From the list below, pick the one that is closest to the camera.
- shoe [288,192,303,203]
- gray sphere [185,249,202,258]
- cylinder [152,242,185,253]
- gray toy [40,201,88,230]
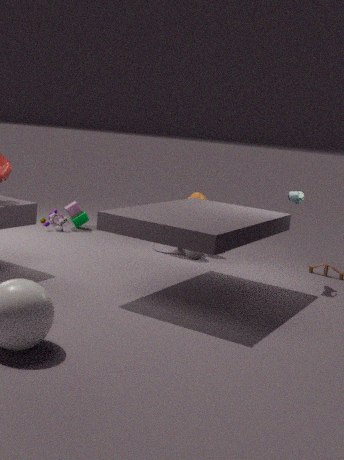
shoe [288,192,303,203]
